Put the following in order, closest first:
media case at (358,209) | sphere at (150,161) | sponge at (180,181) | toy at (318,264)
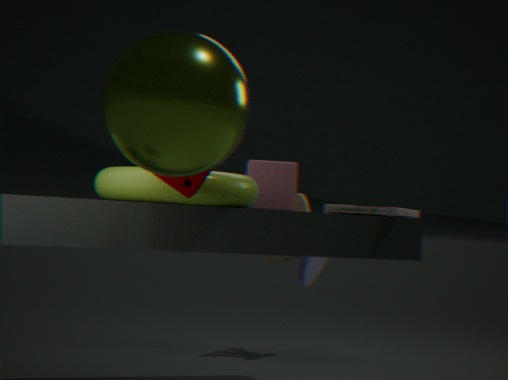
1. sphere at (150,161)
2. sponge at (180,181)
3. media case at (358,209)
4. toy at (318,264)
